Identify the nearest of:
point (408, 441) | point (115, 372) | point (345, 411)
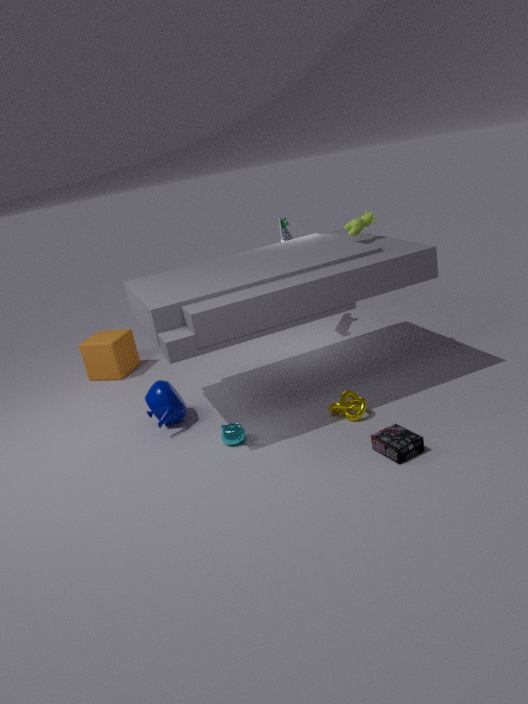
point (408, 441)
